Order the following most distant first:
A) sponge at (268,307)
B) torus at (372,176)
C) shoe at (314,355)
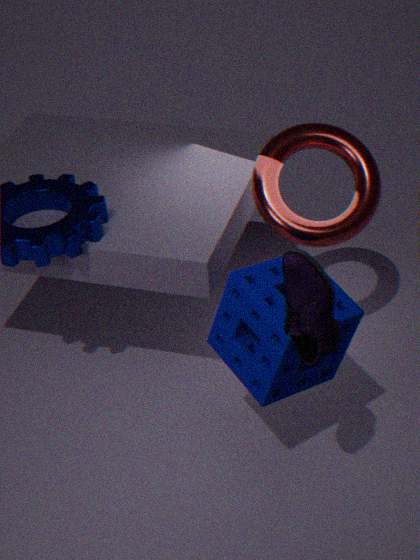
B. torus at (372,176), A. sponge at (268,307), C. shoe at (314,355)
